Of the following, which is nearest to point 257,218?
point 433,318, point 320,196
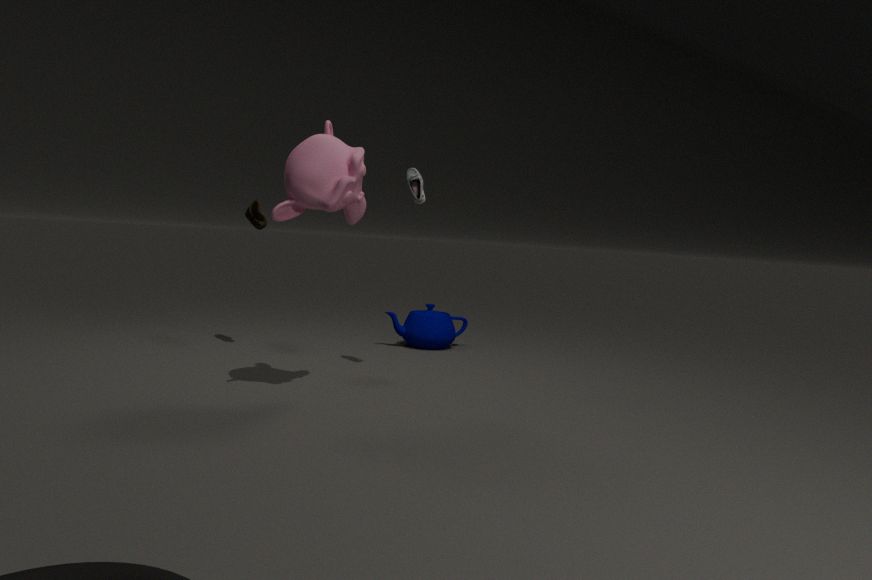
point 320,196
